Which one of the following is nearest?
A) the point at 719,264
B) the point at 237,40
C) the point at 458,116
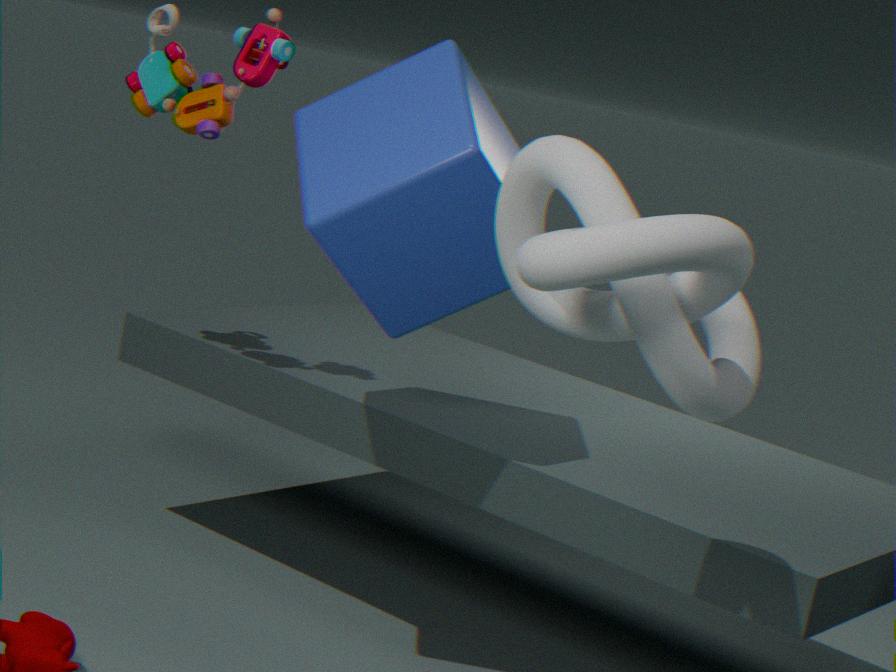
the point at 719,264
